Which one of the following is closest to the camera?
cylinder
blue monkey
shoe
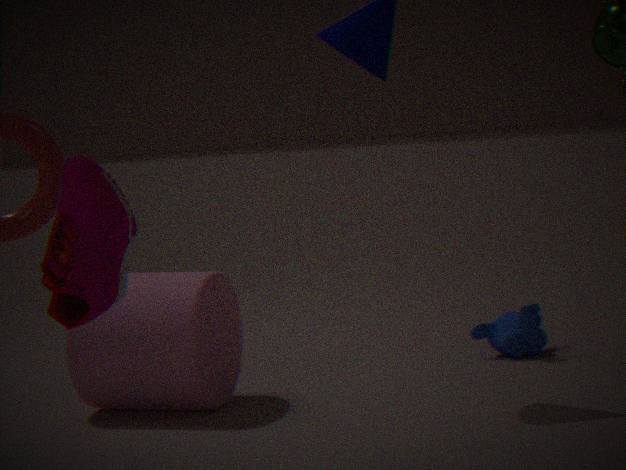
shoe
